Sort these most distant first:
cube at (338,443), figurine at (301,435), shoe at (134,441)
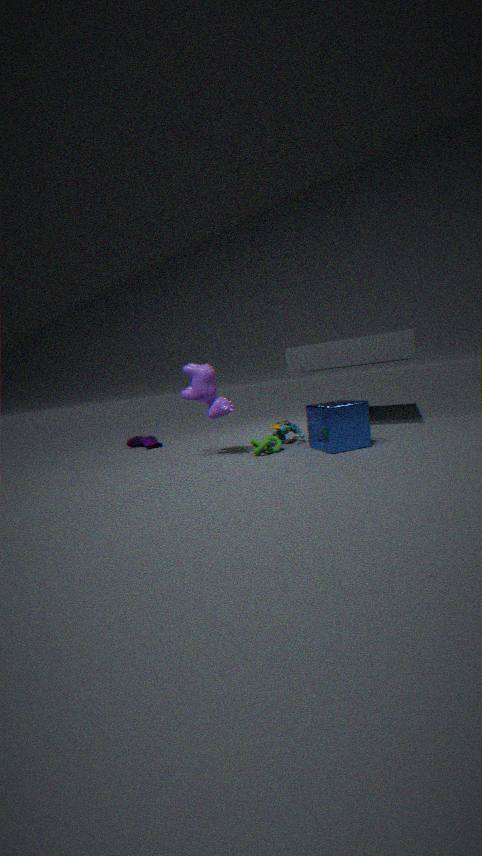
shoe at (134,441) < figurine at (301,435) < cube at (338,443)
